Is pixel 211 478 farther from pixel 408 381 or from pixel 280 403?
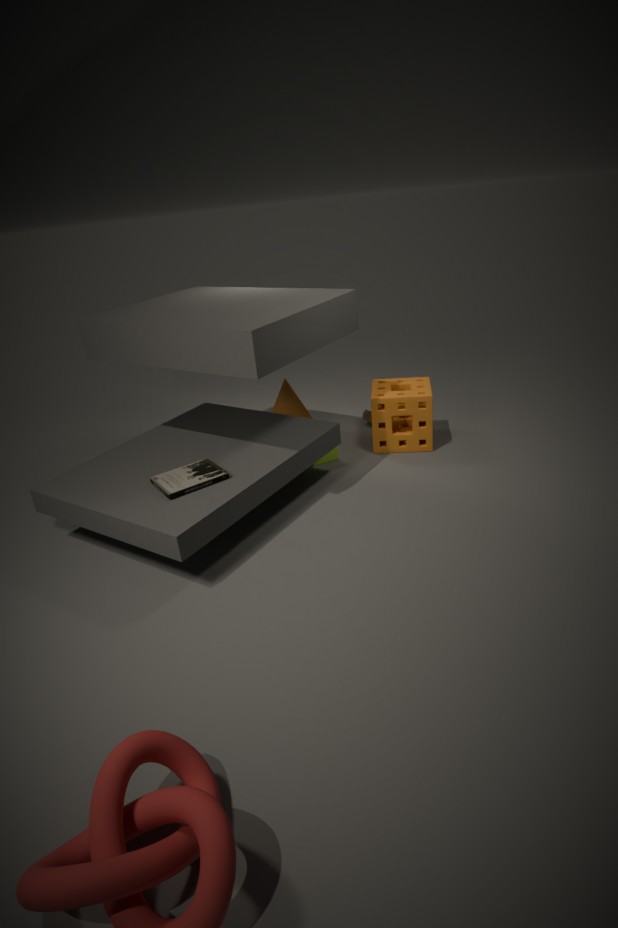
pixel 408 381
